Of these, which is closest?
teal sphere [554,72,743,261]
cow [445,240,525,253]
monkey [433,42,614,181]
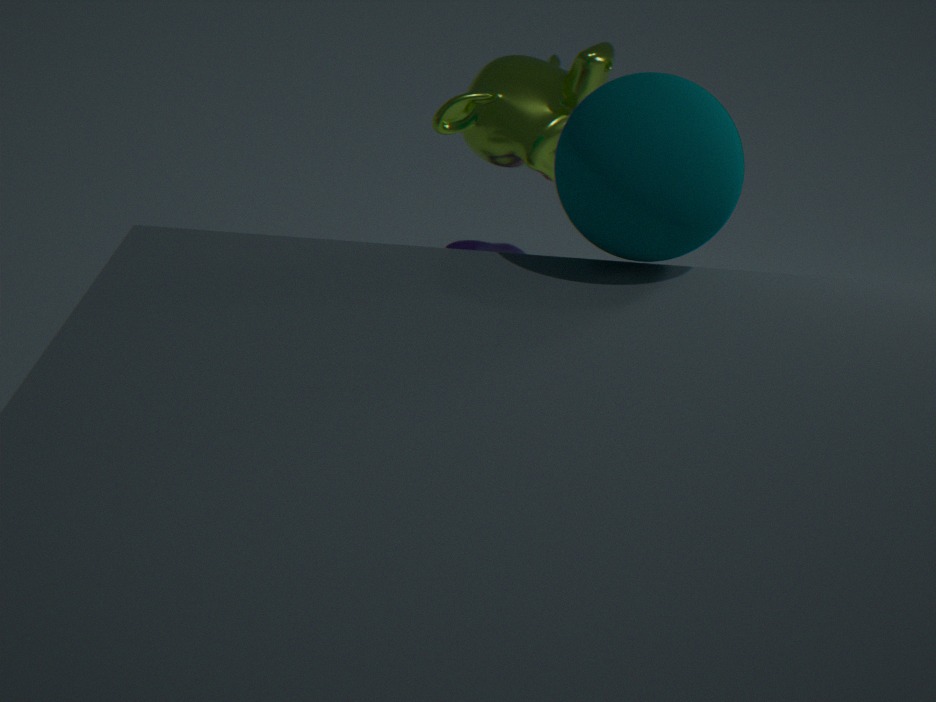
teal sphere [554,72,743,261]
